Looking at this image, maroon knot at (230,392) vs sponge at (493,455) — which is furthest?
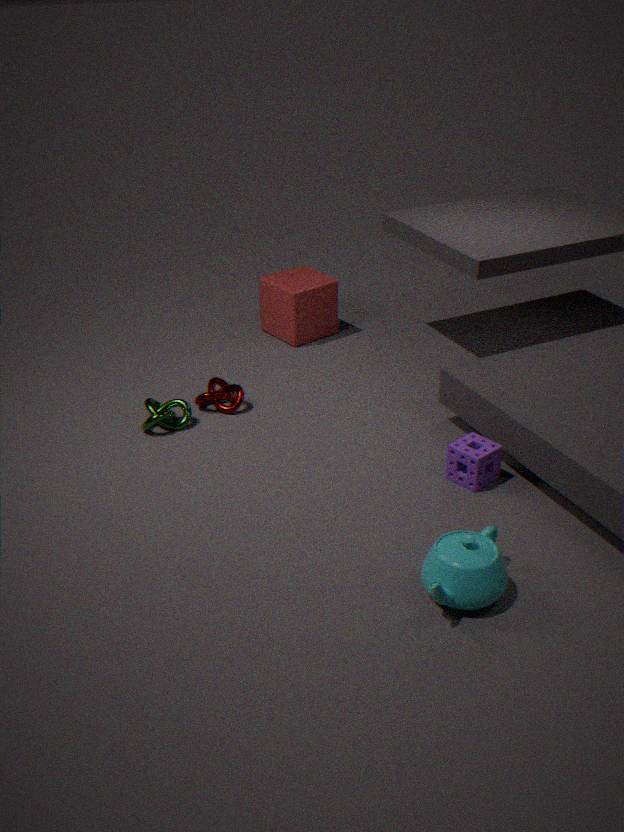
maroon knot at (230,392)
